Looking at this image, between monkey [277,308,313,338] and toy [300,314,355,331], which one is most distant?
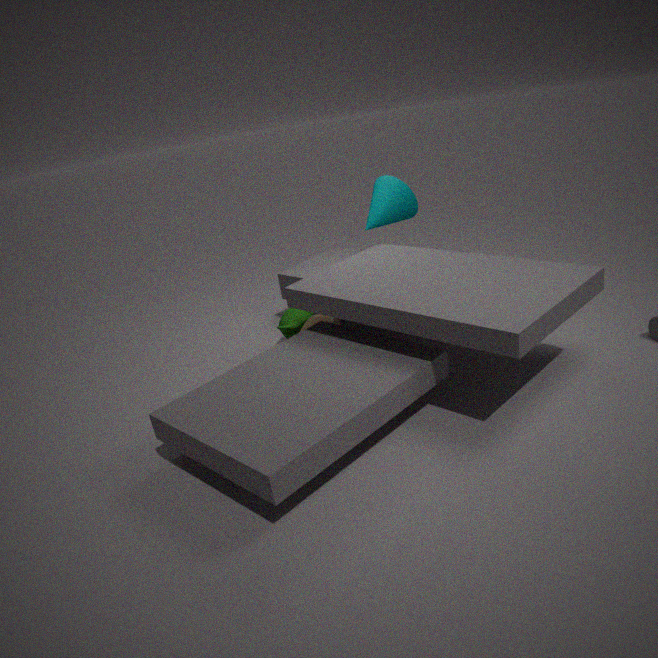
monkey [277,308,313,338]
